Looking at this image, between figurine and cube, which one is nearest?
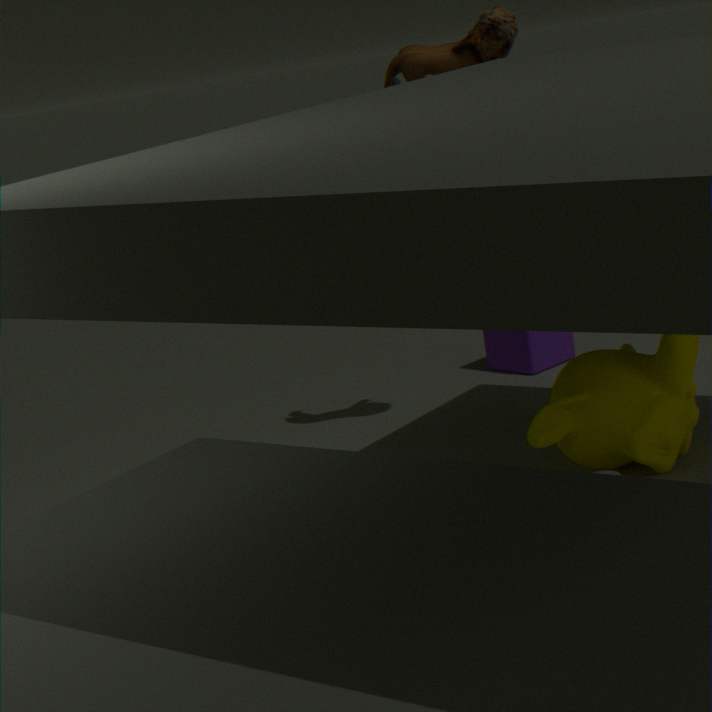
figurine
